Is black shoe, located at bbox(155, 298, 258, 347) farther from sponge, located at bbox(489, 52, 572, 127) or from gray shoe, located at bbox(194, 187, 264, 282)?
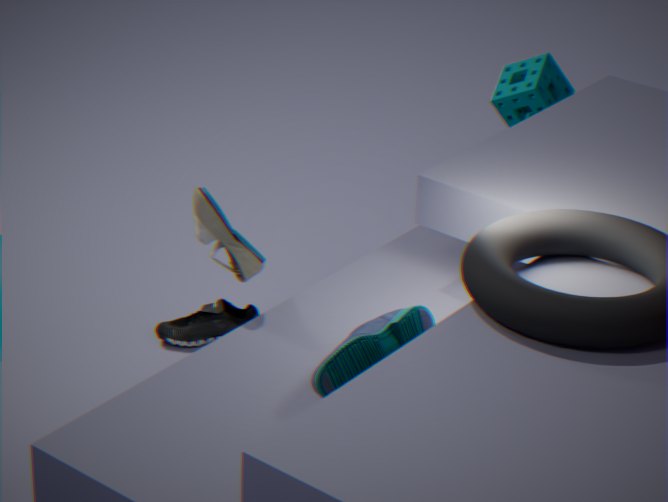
sponge, located at bbox(489, 52, 572, 127)
